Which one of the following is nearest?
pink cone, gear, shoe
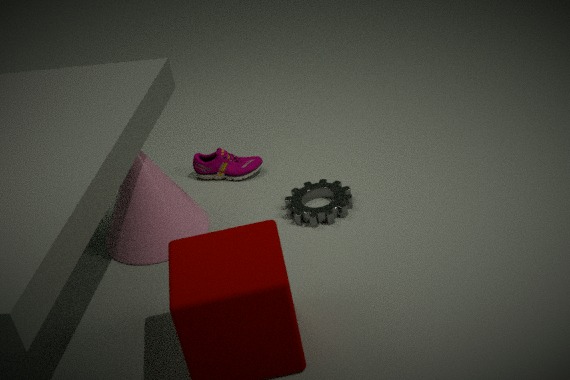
pink cone
